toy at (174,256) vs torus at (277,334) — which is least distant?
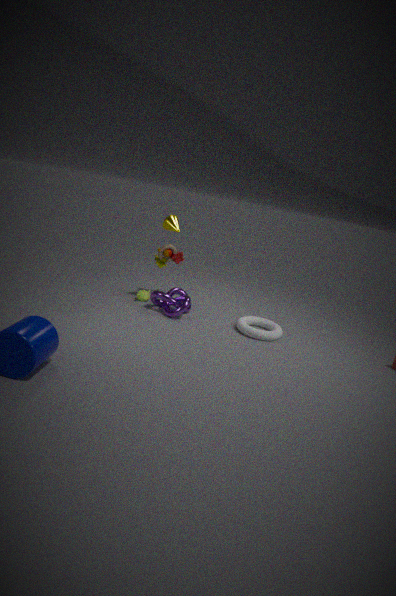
torus at (277,334)
